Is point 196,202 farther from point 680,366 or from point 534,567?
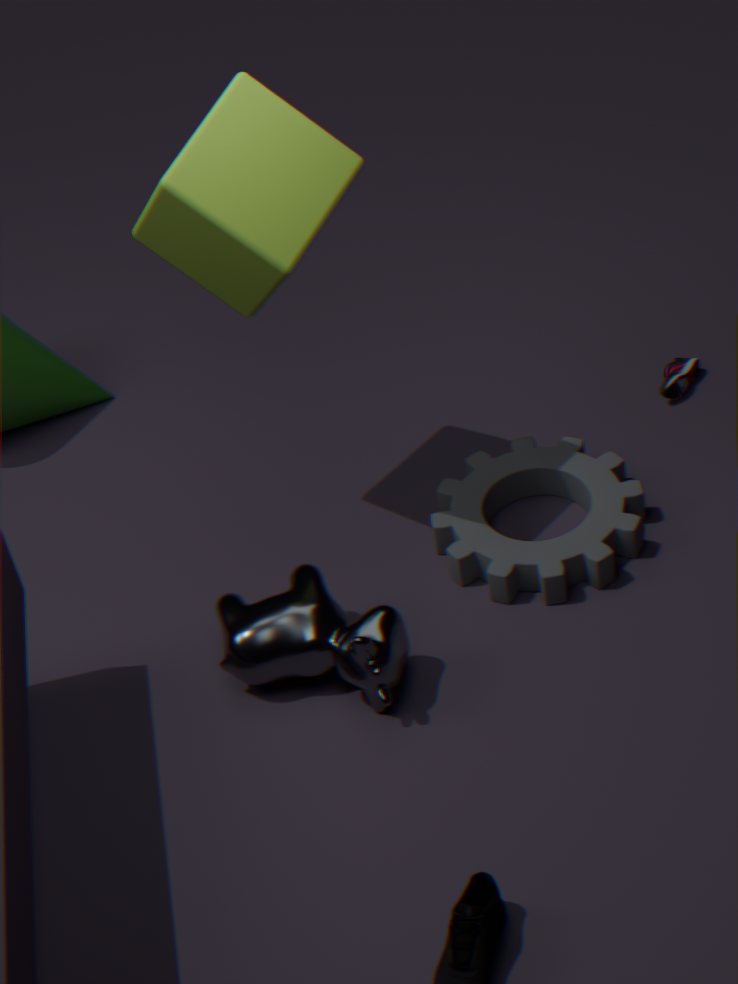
point 680,366
